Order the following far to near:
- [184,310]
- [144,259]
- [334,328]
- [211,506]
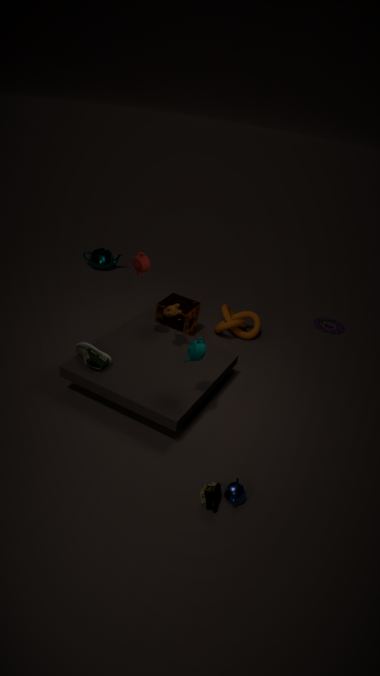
[334,328]
[184,310]
[144,259]
[211,506]
